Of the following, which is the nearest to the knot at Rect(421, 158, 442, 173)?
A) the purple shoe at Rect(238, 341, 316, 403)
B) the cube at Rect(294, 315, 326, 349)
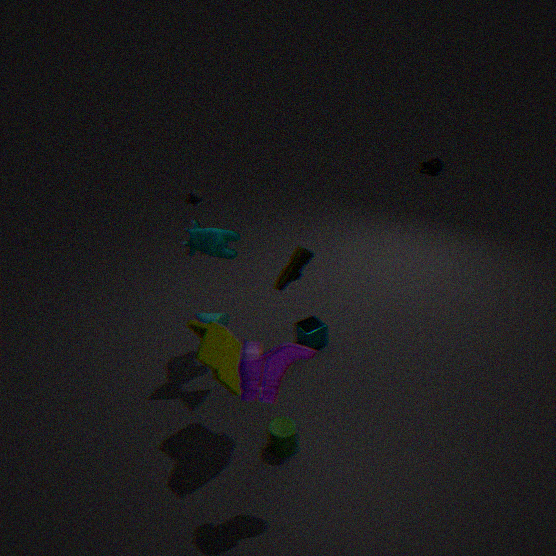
the cube at Rect(294, 315, 326, 349)
